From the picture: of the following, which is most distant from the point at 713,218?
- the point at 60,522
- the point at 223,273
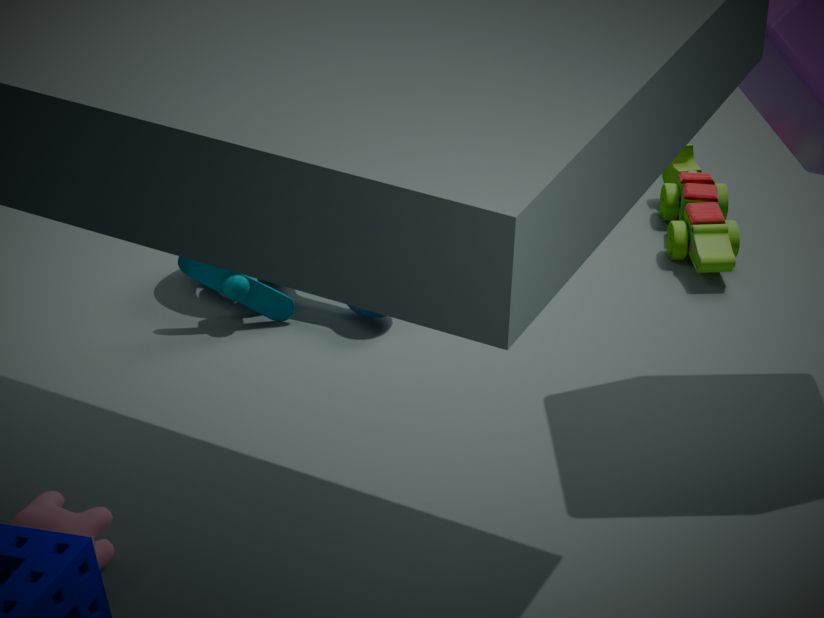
the point at 60,522
